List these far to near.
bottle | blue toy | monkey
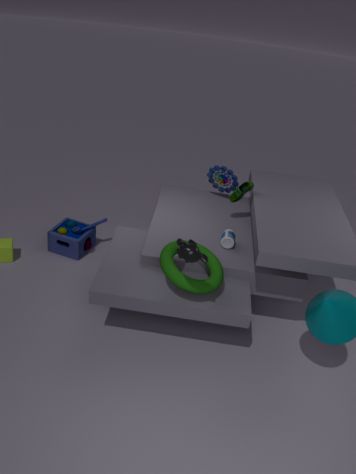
blue toy, bottle, monkey
